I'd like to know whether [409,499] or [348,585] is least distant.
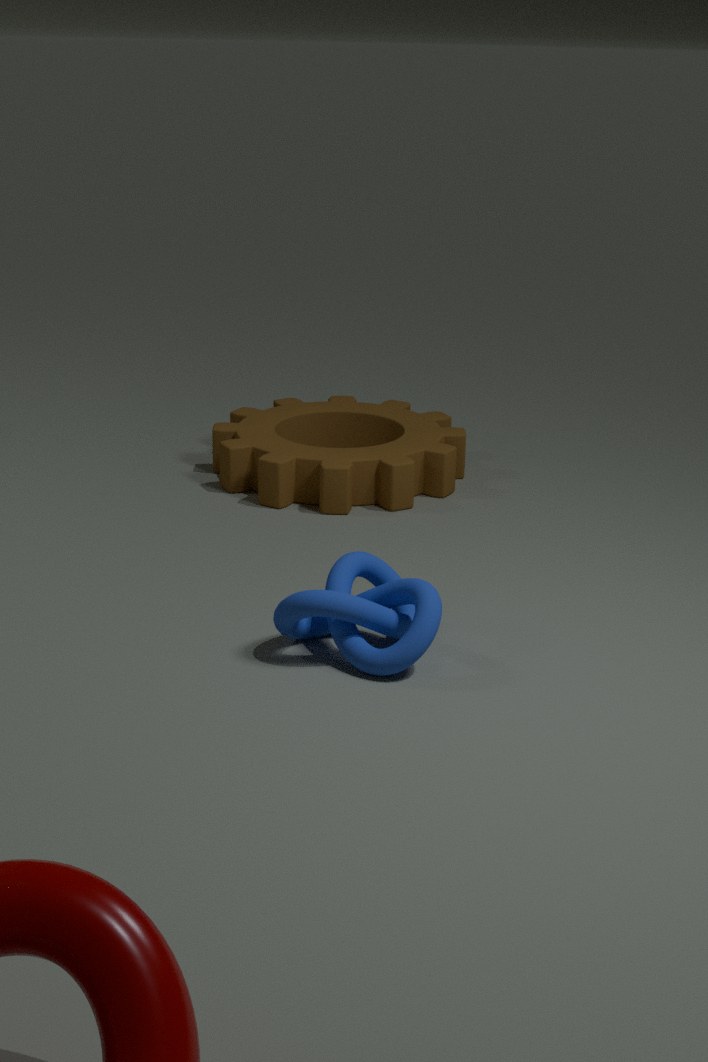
[348,585]
